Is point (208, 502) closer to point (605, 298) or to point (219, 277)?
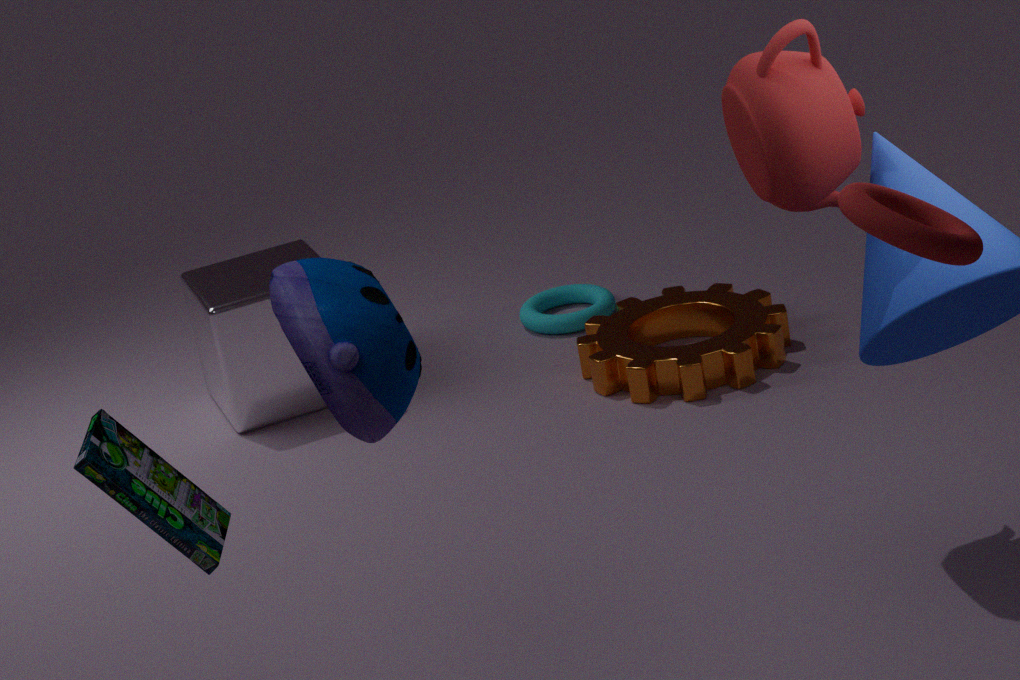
point (219, 277)
